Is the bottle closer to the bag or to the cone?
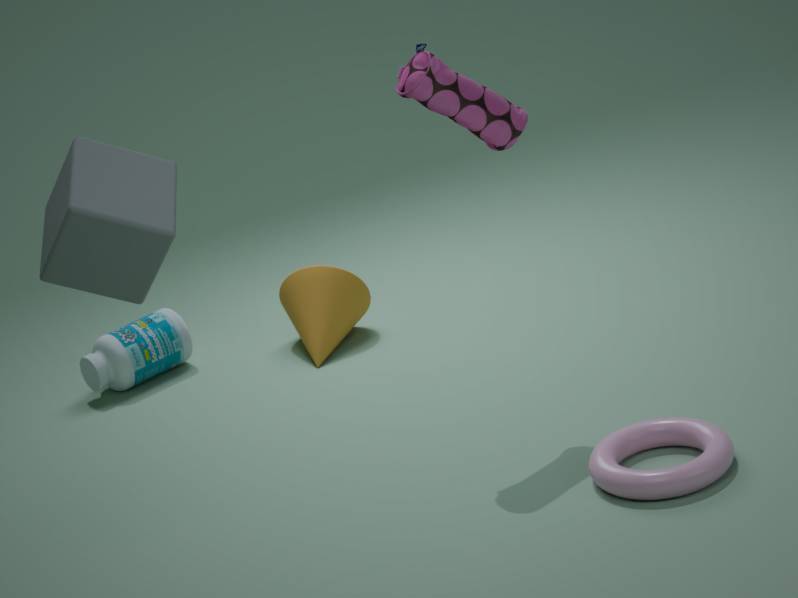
the cone
